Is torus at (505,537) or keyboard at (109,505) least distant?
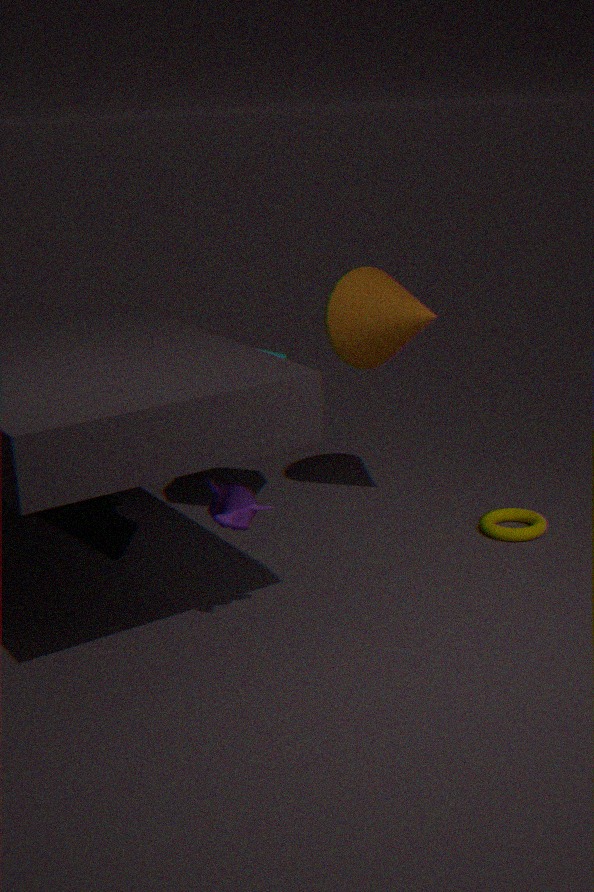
keyboard at (109,505)
